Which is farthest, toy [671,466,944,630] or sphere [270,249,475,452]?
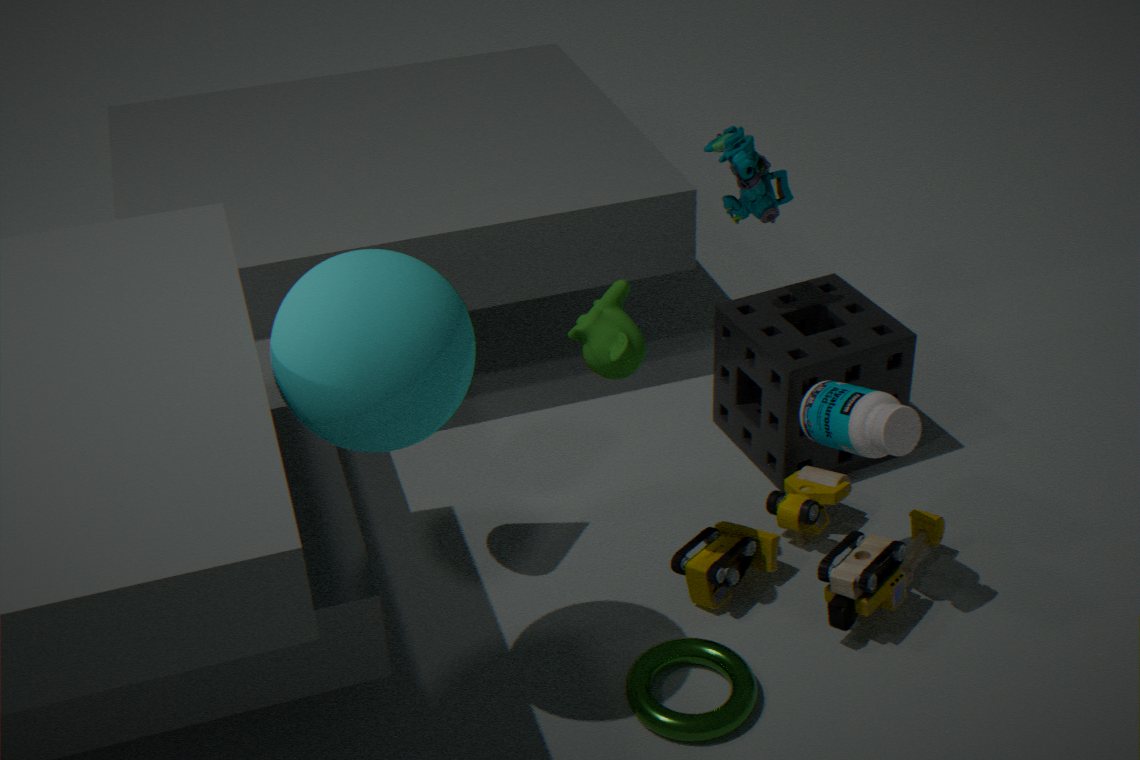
toy [671,466,944,630]
